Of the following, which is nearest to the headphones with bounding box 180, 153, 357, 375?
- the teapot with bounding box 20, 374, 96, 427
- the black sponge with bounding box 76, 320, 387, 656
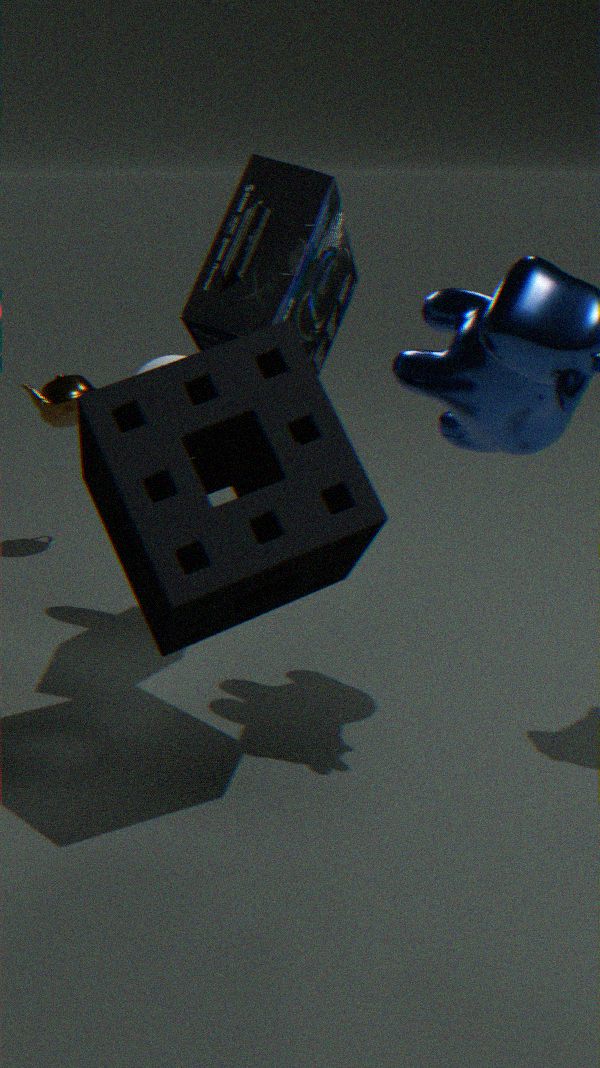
the black sponge with bounding box 76, 320, 387, 656
